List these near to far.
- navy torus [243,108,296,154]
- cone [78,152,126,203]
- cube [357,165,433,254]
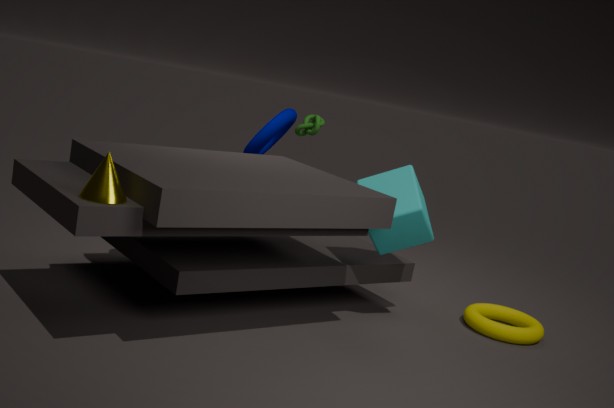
cone [78,152,126,203], cube [357,165,433,254], navy torus [243,108,296,154]
